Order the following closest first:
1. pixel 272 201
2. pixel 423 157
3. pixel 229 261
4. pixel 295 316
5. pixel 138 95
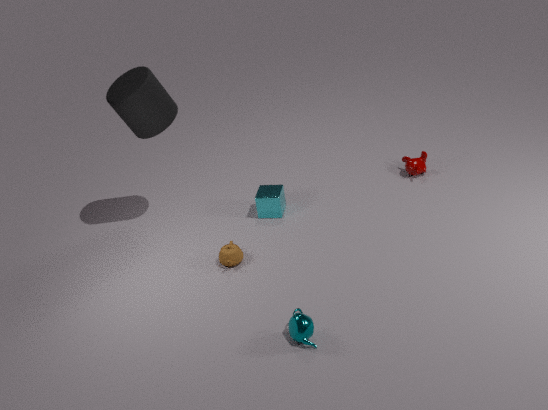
pixel 295 316 → pixel 229 261 → pixel 138 95 → pixel 272 201 → pixel 423 157
